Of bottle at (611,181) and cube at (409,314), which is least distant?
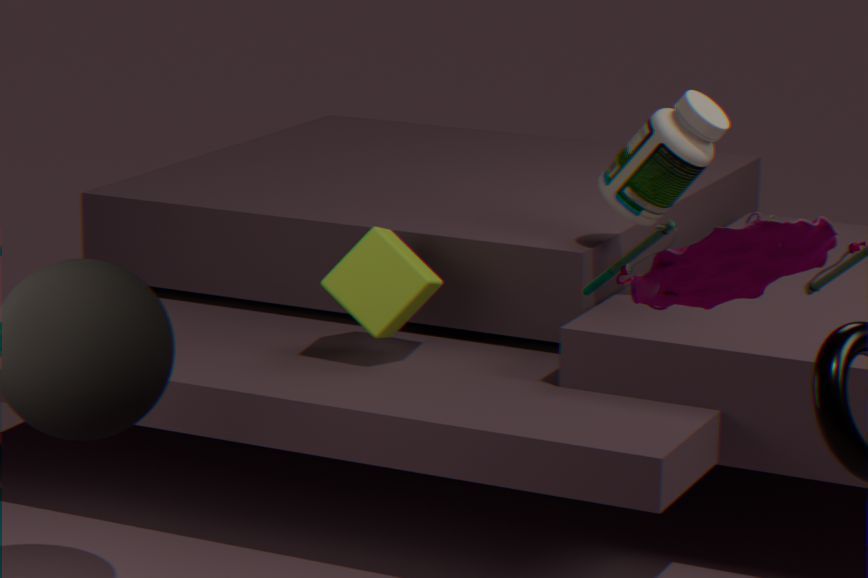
bottle at (611,181)
